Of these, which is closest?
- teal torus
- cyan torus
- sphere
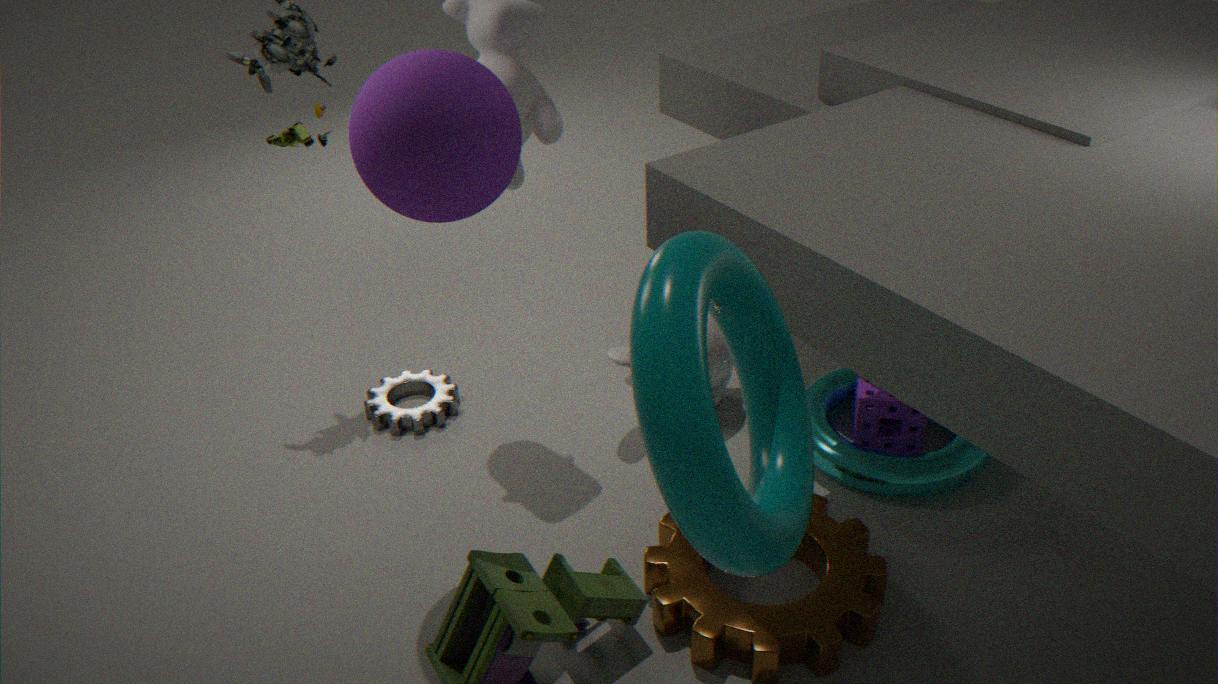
teal torus
